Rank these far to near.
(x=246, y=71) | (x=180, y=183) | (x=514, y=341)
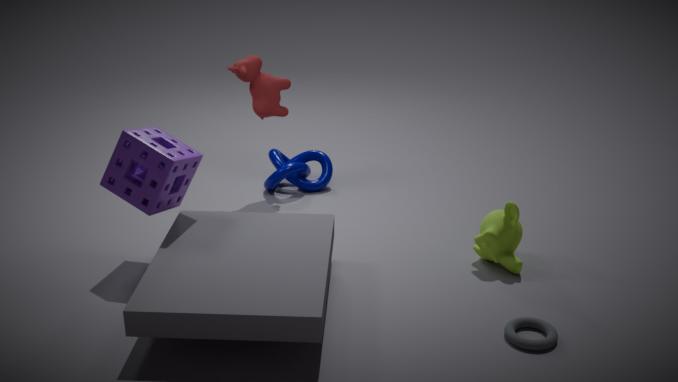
(x=246, y=71) → (x=180, y=183) → (x=514, y=341)
